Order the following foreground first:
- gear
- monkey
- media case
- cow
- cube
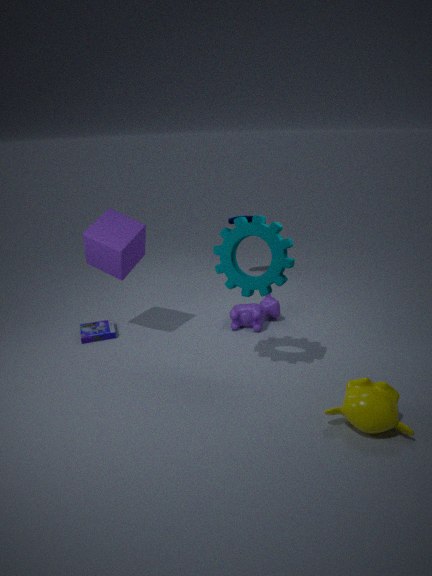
1. monkey
2. gear
3. cube
4. media case
5. cow
